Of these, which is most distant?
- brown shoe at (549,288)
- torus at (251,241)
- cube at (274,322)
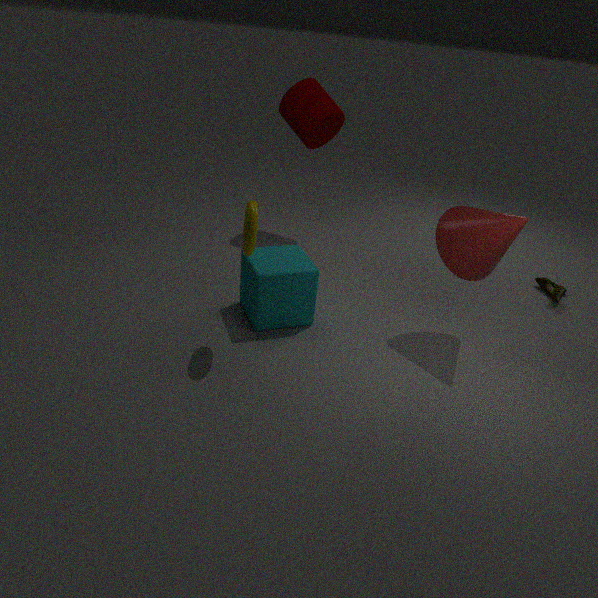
brown shoe at (549,288)
